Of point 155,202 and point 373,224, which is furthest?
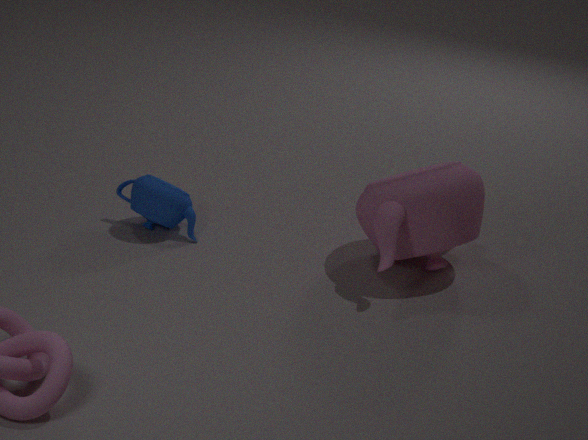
point 155,202
